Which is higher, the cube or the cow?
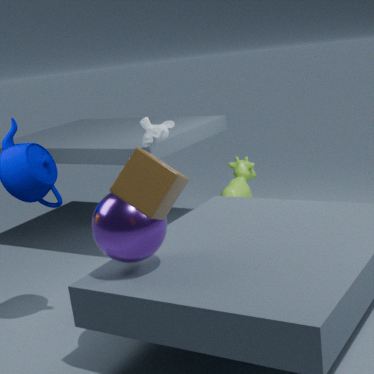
the cube
